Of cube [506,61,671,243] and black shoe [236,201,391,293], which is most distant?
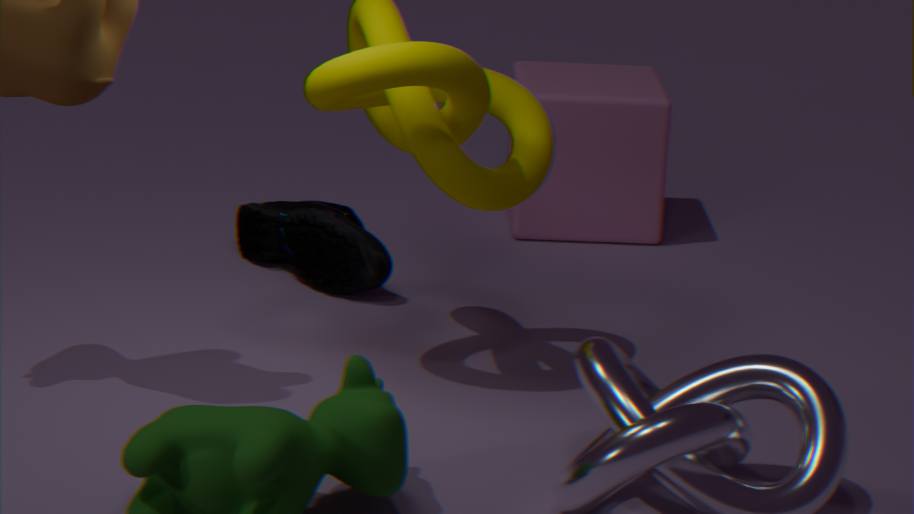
cube [506,61,671,243]
